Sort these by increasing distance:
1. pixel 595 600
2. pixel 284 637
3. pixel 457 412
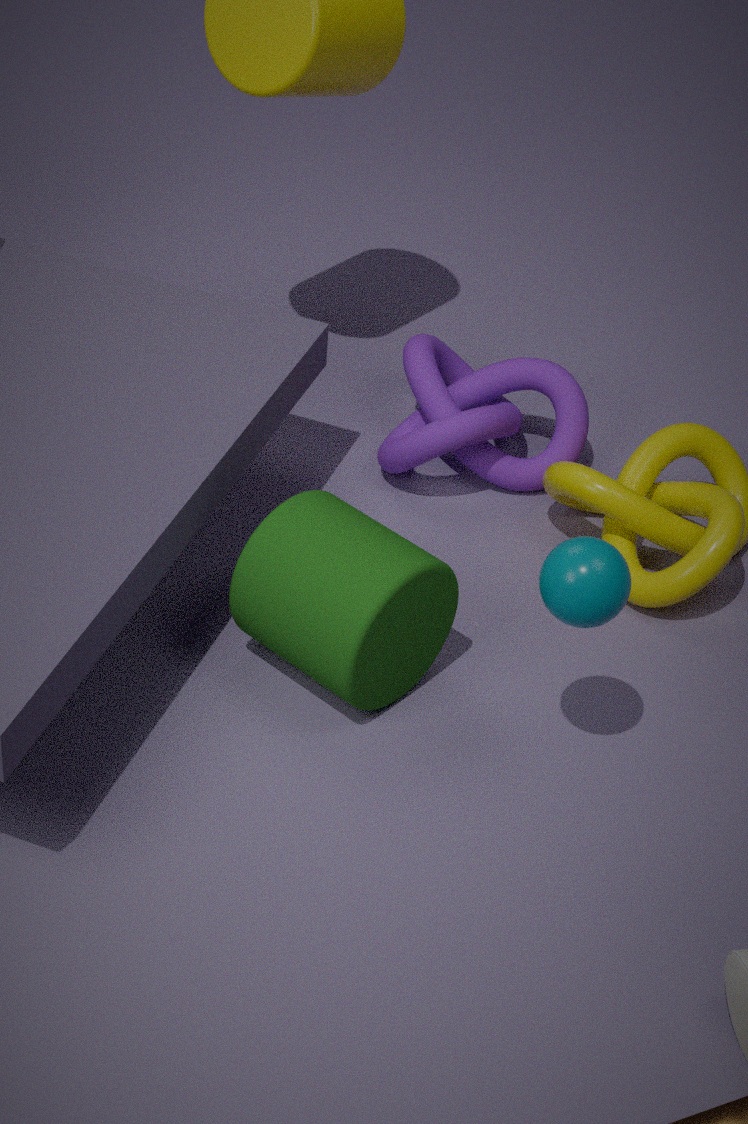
1. pixel 595 600
2. pixel 284 637
3. pixel 457 412
